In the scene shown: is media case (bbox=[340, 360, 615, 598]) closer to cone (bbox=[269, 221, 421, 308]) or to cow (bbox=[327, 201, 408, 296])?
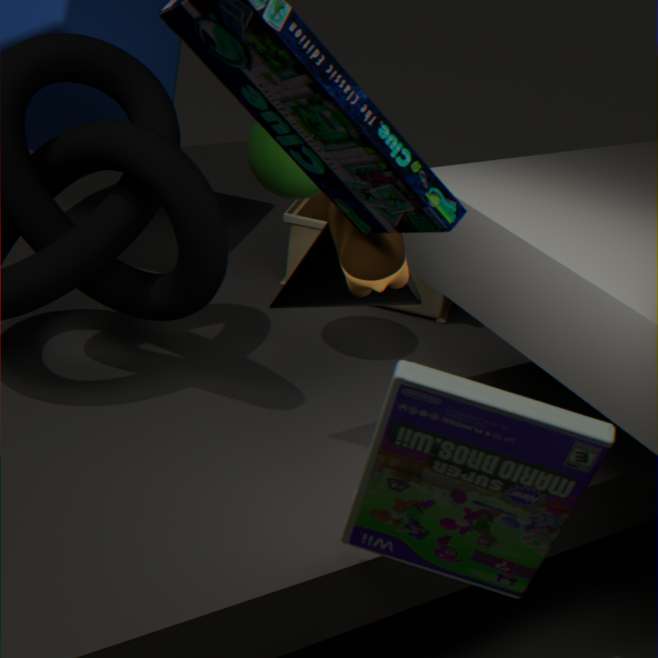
cow (bbox=[327, 201, 408, 296])
